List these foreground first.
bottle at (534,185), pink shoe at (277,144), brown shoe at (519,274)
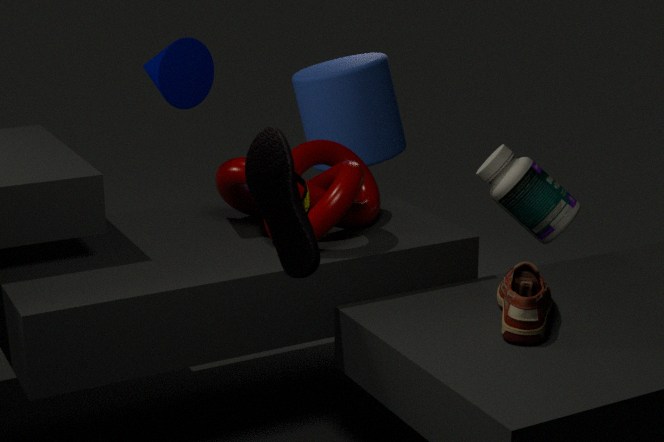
pink shoe at (277,144) → brown shoe at (519,274) → bottle at (534,185)
